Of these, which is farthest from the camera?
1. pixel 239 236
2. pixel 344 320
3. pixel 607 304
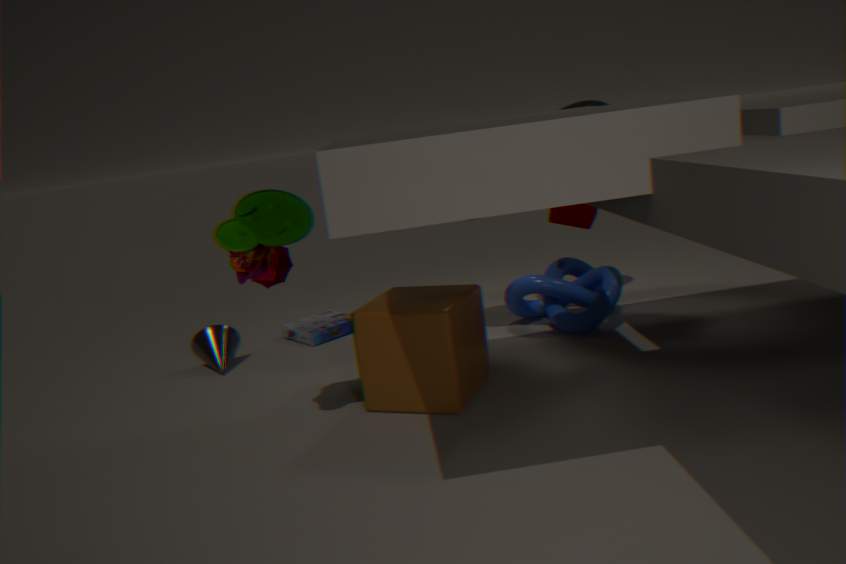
pixel 344 320
